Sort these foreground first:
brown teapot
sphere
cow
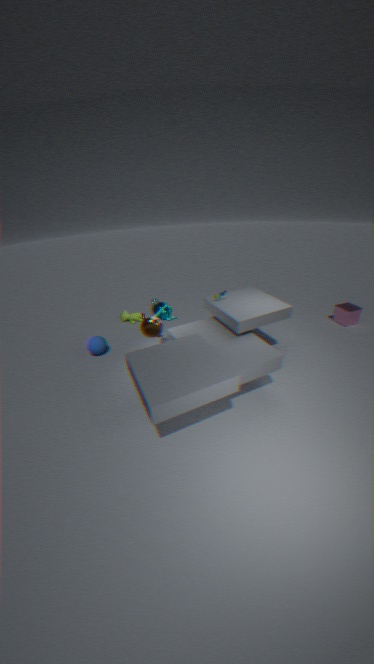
brown teapot, sphere, cow
